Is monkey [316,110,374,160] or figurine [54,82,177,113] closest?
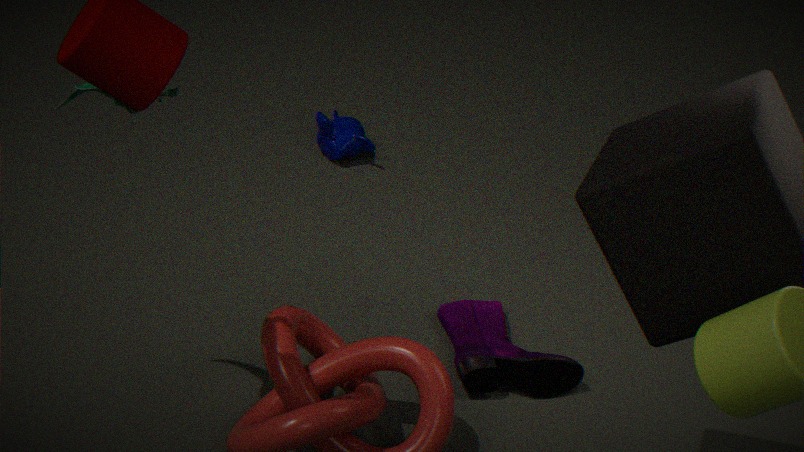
figurine [54,82,177,113]
